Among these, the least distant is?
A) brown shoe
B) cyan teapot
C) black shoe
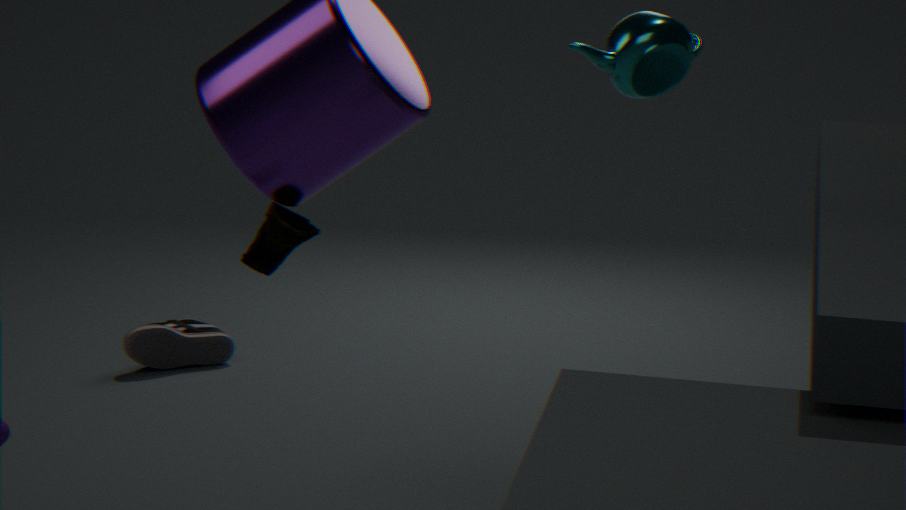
cyan teapot
